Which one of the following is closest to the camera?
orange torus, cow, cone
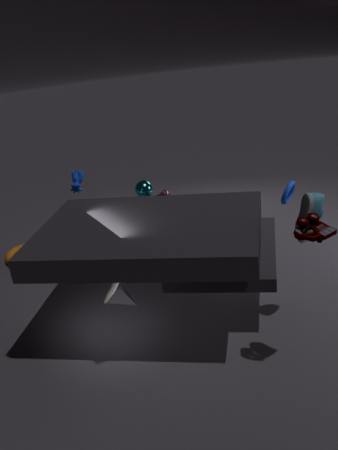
cone
